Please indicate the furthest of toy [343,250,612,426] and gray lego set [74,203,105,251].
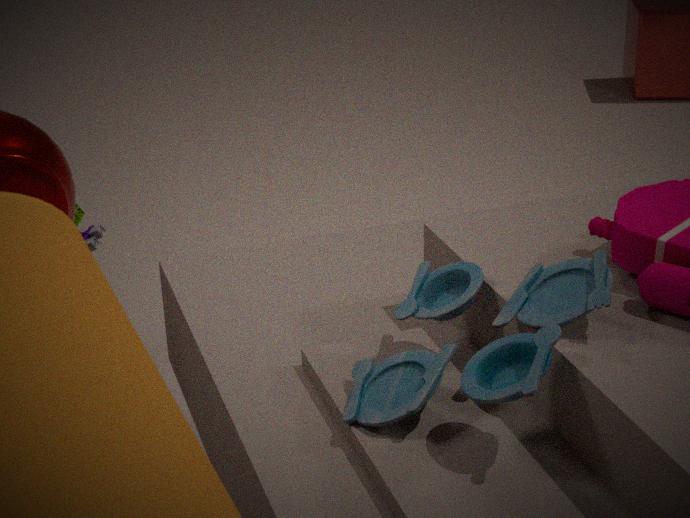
gray lego set [74,203,105,251]
